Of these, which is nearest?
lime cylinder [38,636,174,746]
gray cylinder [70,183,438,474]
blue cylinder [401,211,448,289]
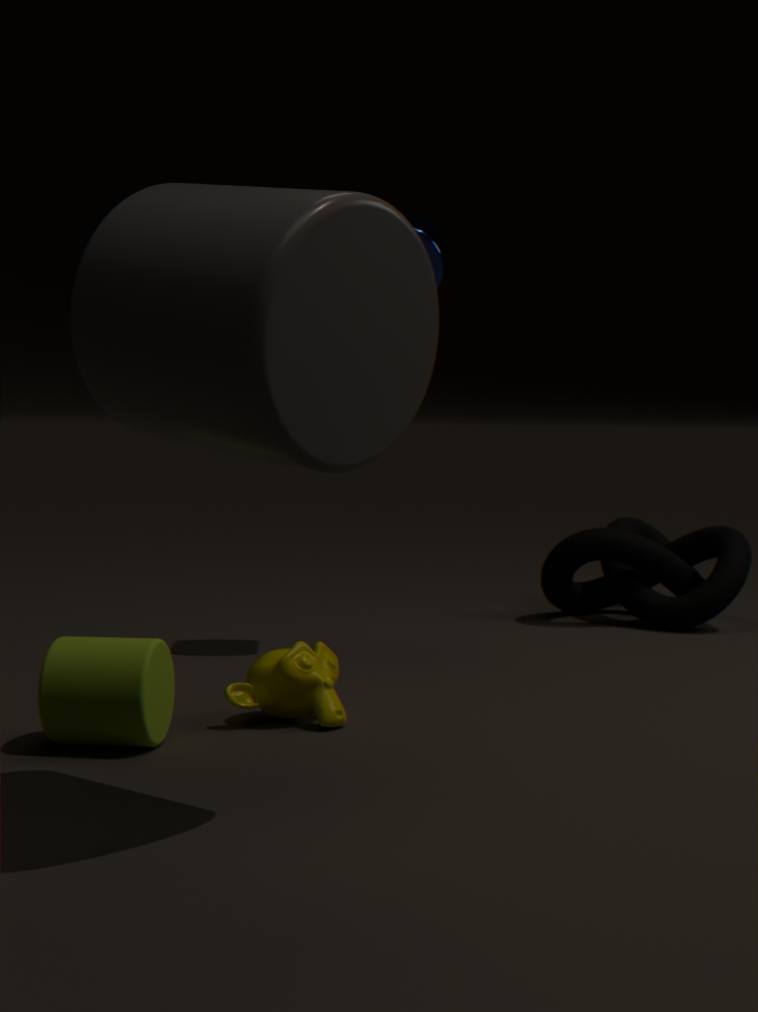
gray cylinder [70,183,438,474]
